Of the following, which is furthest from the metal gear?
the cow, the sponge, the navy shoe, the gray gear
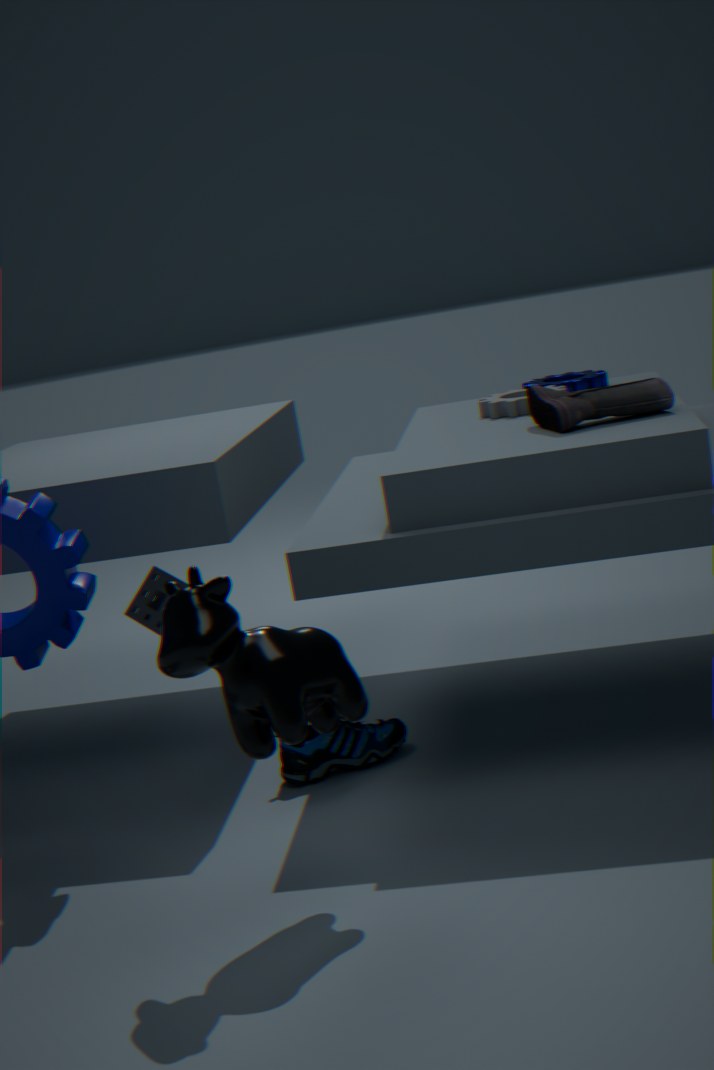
the cow
